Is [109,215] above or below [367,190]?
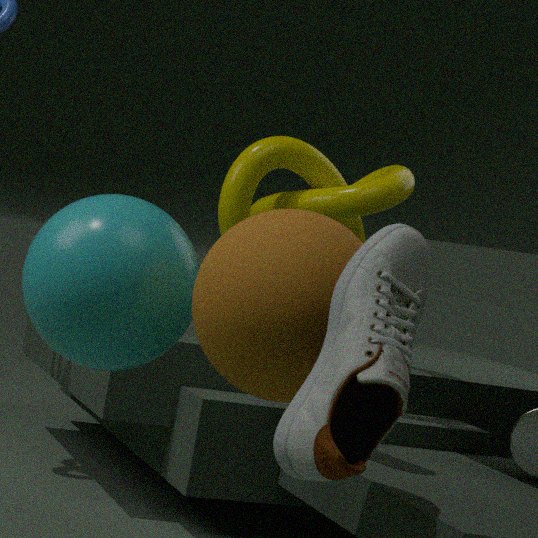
below
